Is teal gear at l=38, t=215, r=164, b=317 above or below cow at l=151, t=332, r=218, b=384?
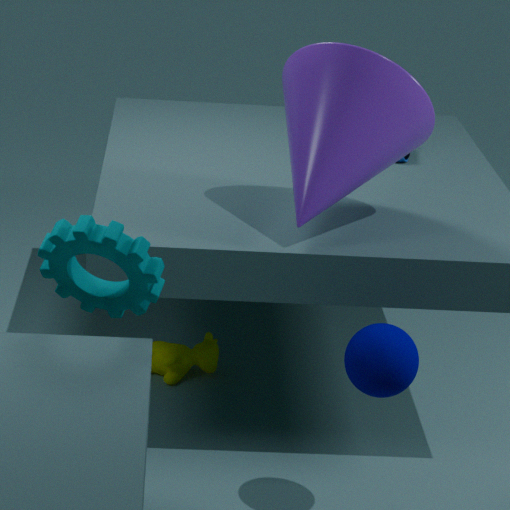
above
